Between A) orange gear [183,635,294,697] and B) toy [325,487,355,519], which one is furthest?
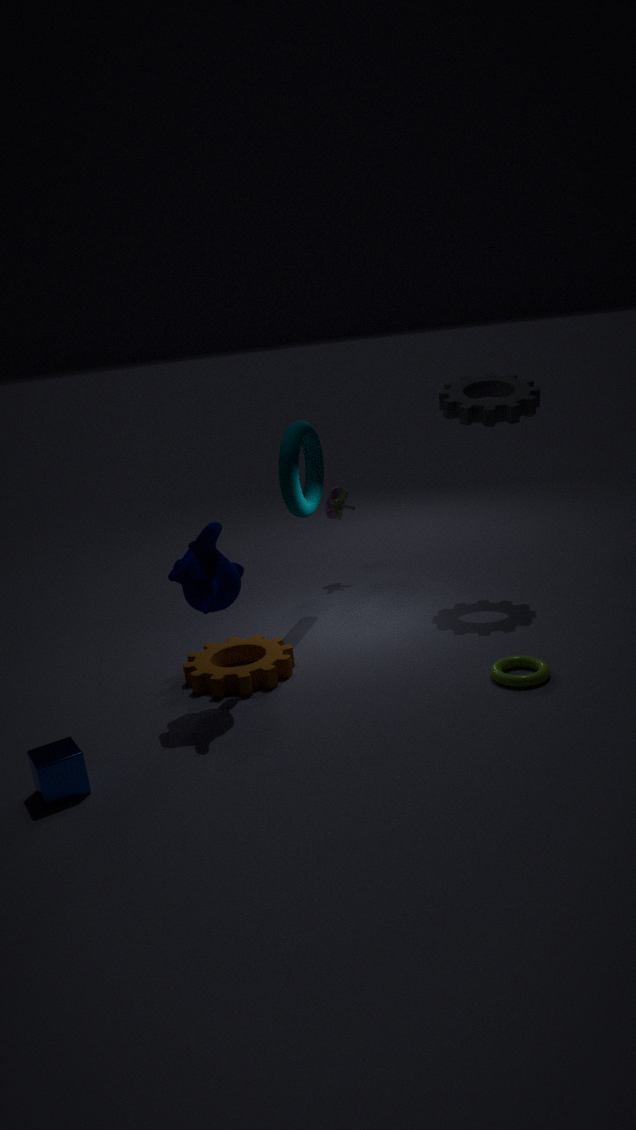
B. toy [325,487,355,519]
